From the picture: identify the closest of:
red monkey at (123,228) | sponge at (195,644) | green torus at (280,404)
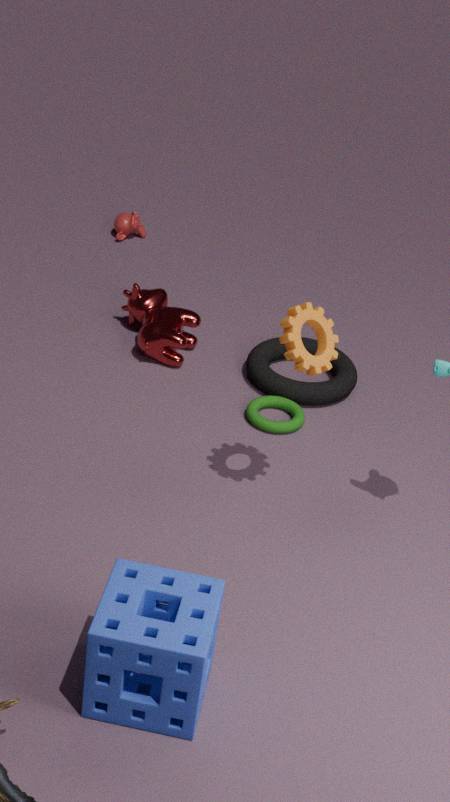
sponge at (195,644)
